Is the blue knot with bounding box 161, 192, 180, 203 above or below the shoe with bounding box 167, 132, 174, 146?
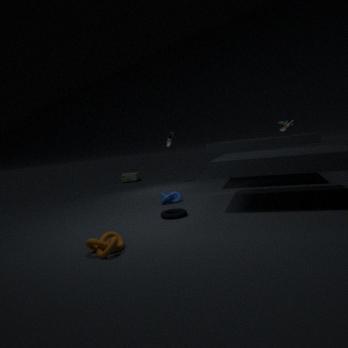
below
